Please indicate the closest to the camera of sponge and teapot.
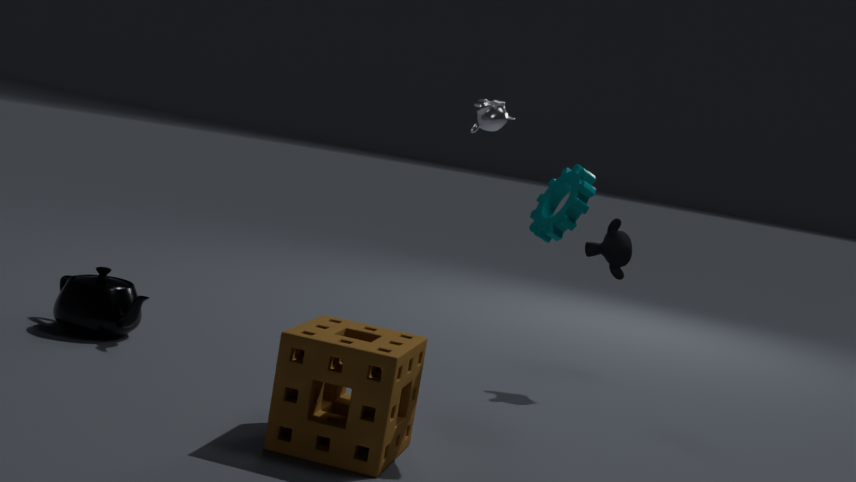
sponge
